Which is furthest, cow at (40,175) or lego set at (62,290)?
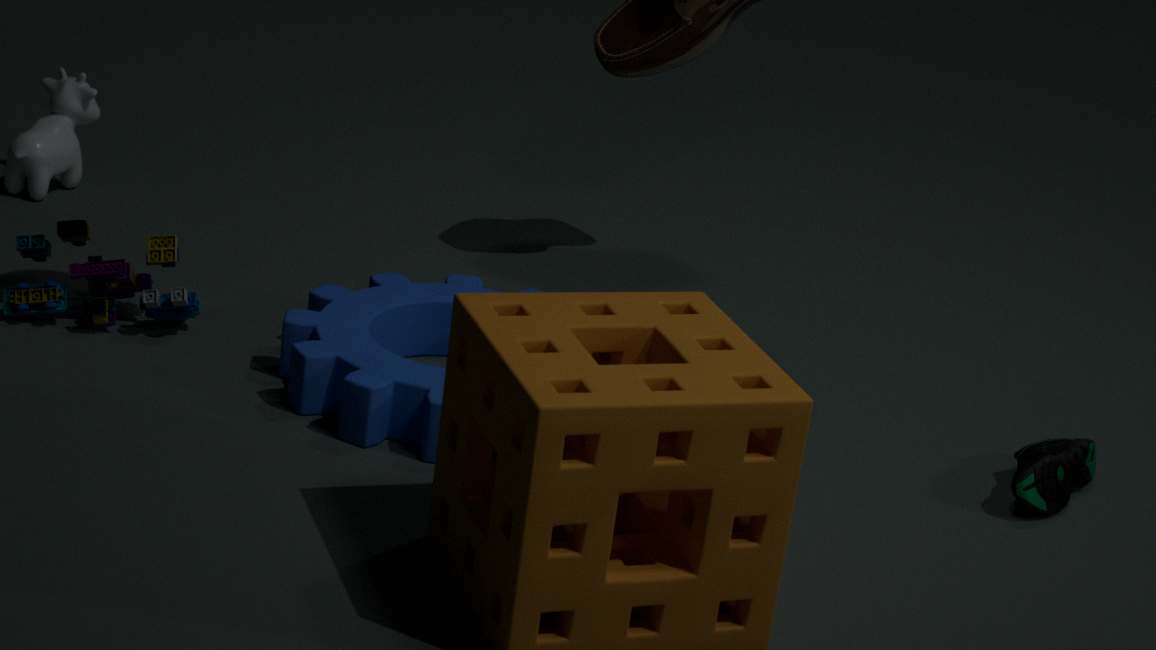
cow at (40,175)
